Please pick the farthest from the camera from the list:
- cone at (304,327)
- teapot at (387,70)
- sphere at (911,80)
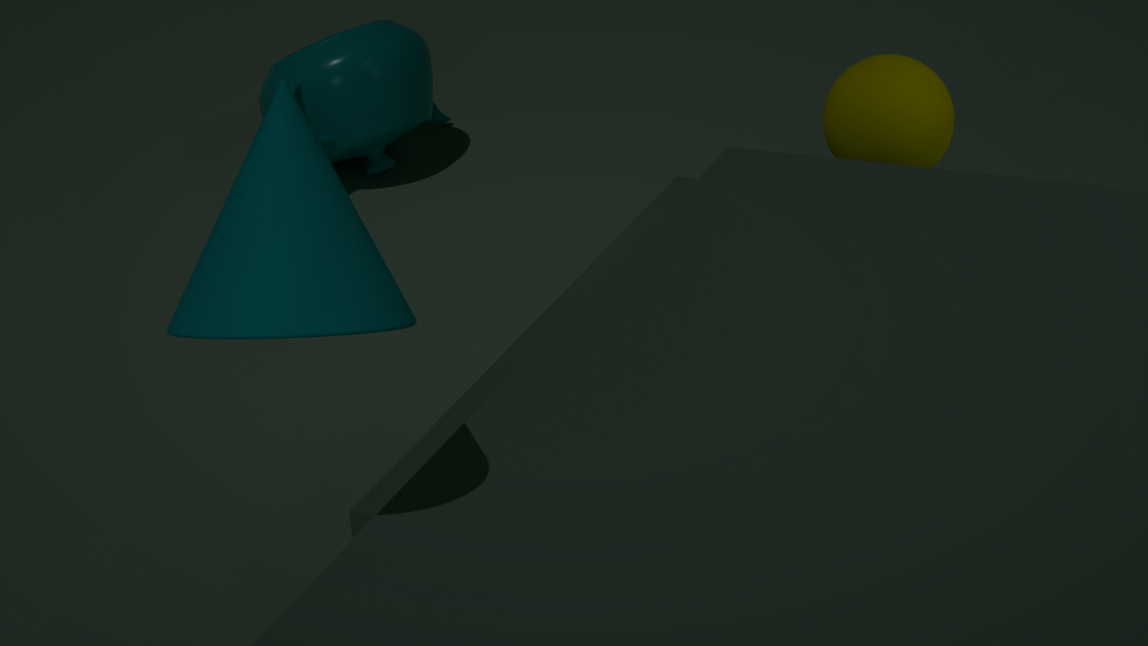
teapot at (387,70)
